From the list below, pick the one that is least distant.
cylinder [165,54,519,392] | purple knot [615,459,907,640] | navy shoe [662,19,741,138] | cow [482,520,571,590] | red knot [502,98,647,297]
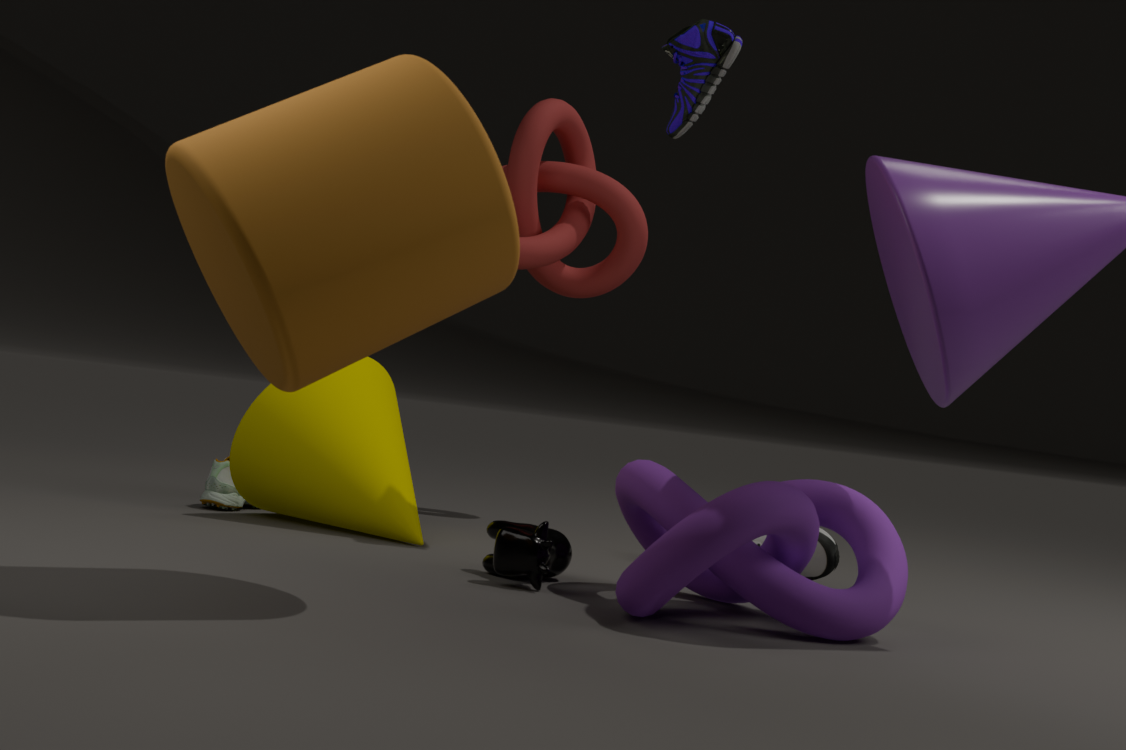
cylinder [165,54,519,392]
